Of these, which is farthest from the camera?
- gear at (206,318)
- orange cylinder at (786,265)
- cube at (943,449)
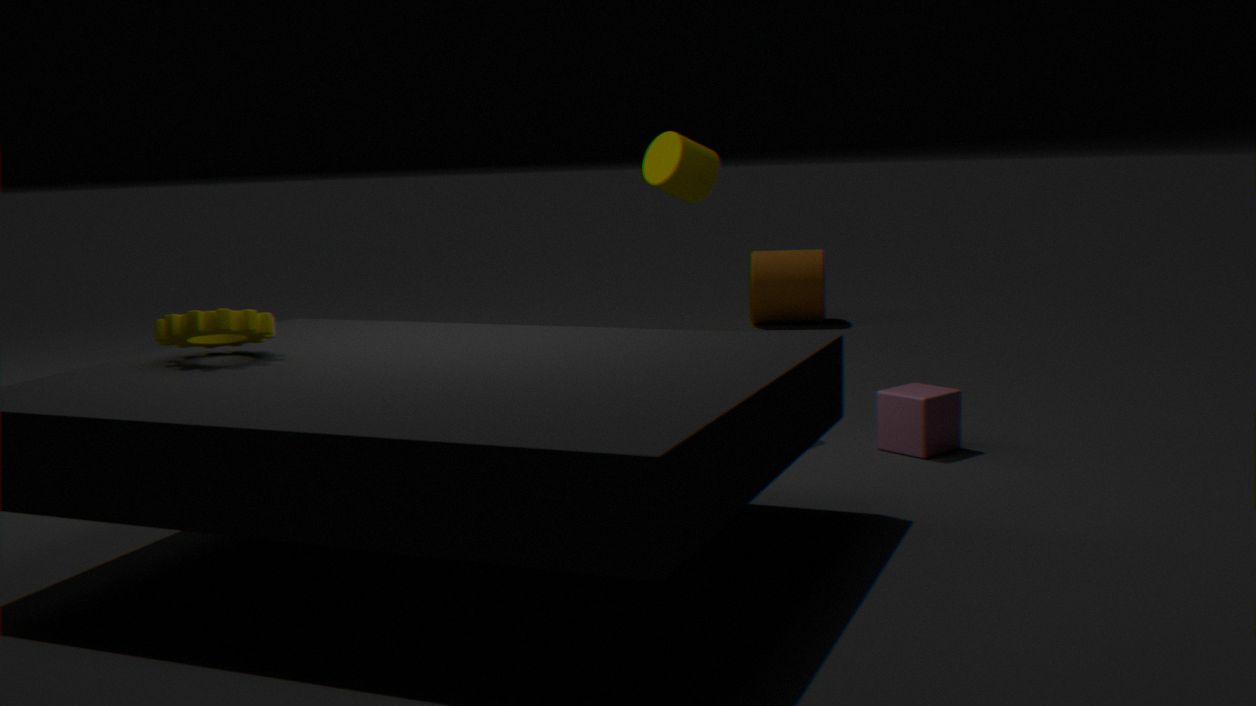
orange cylinder at (786,265)
